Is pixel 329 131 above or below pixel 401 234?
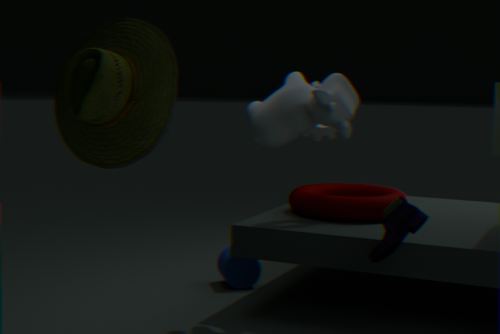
above
